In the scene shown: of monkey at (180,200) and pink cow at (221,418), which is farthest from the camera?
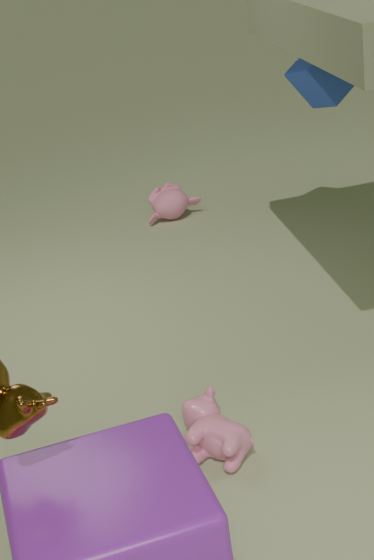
monkey at (180,200)
